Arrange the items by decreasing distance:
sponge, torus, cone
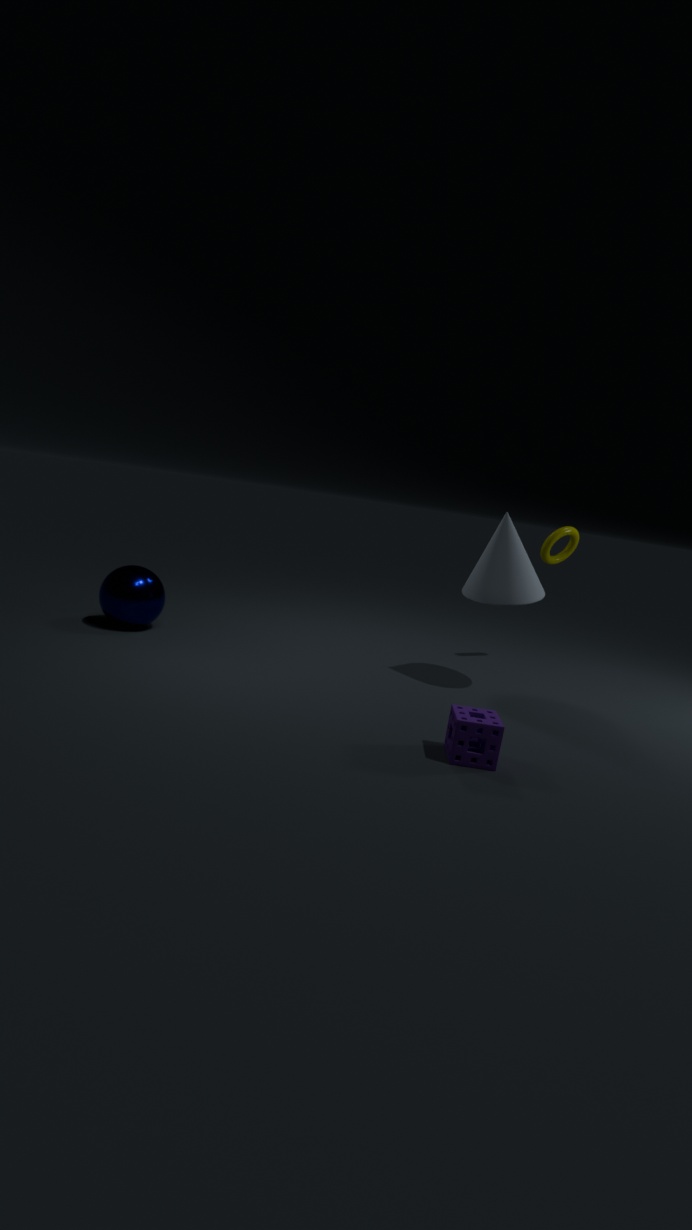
torus, cone, sponge
